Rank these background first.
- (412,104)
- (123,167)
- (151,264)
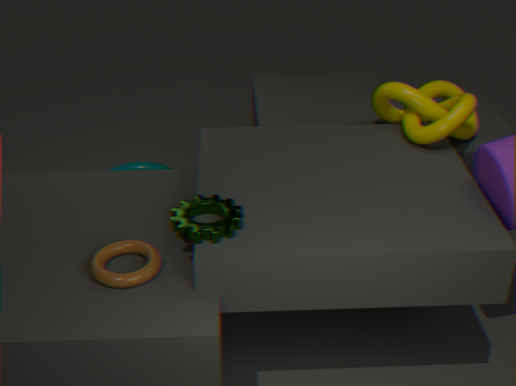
(123,167)
(412,104)
(151,264)
